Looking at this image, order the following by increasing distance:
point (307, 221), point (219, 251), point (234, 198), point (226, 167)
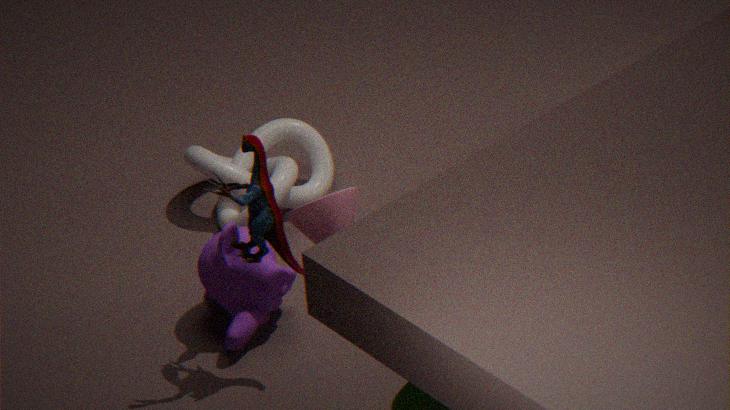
1. point (307, 221)
2. point (234, 198)
3. point (219, 251)
4. point (226, 167)
